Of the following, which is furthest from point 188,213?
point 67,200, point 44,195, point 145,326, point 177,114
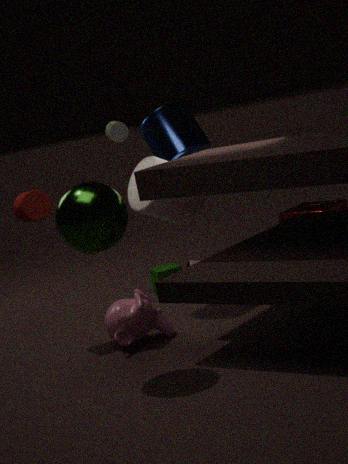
point 67,200
